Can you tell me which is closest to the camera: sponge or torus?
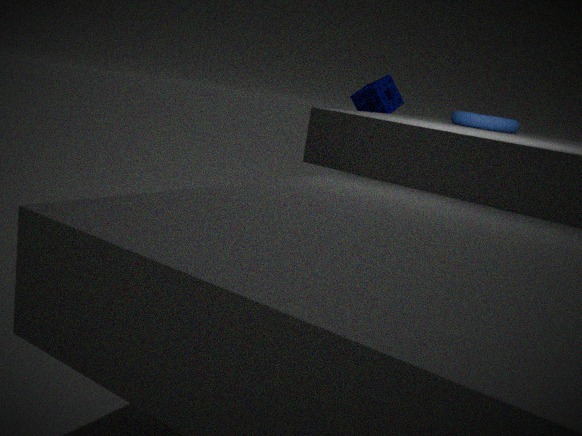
torus
